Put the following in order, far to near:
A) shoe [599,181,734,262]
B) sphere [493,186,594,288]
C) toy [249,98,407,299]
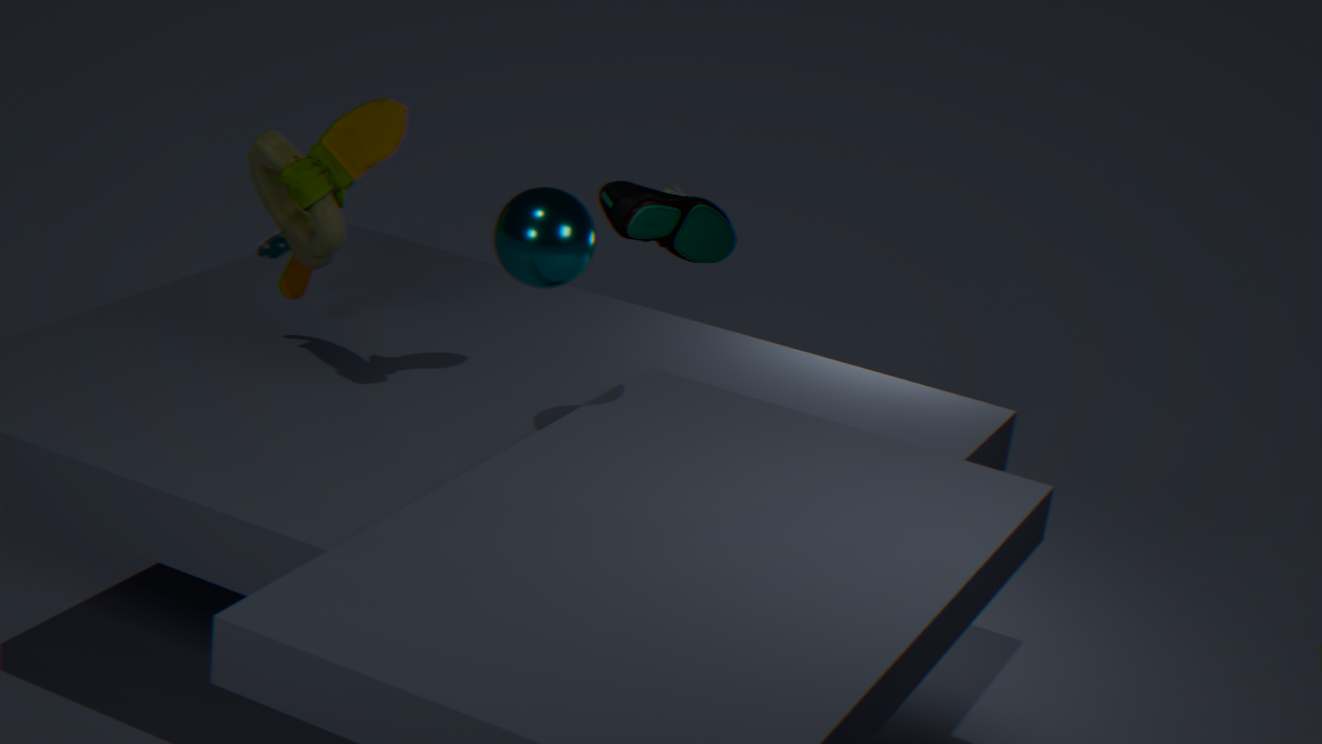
1. A. shoe [599,181,734,262]
2. C. toy [249,98,407,299]
3. B. sphere [493,186,594,288]
